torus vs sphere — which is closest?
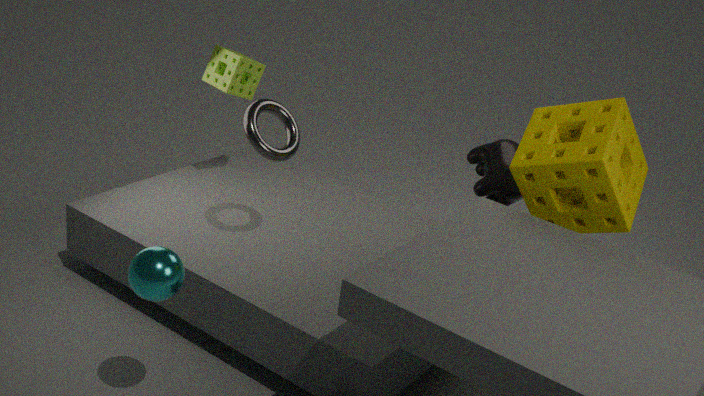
sphere
